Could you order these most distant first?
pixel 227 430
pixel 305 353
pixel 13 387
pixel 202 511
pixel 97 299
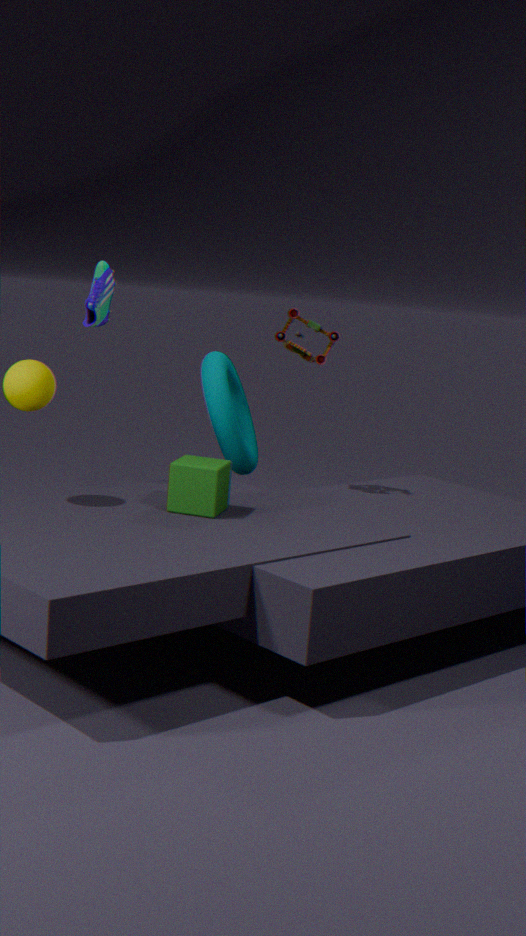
1. pixel 227 430
2. pixel 97 299
3. pixel 305 353
4. pixel 202 511
5. pixel 13 387
